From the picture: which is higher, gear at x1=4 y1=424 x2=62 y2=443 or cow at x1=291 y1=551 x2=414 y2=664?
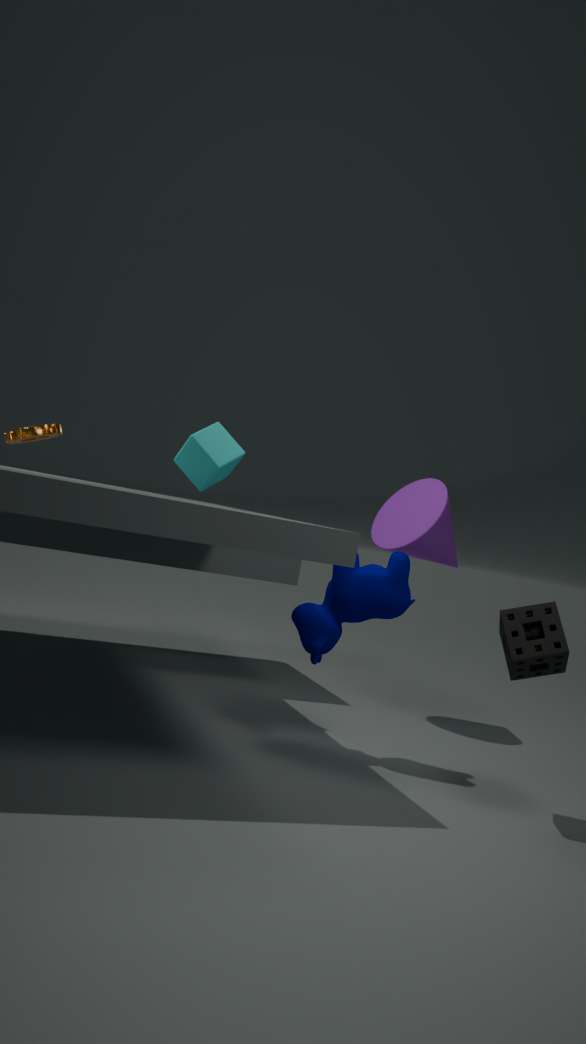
gear at x1=4 y1=424 x2=62 y2=443
